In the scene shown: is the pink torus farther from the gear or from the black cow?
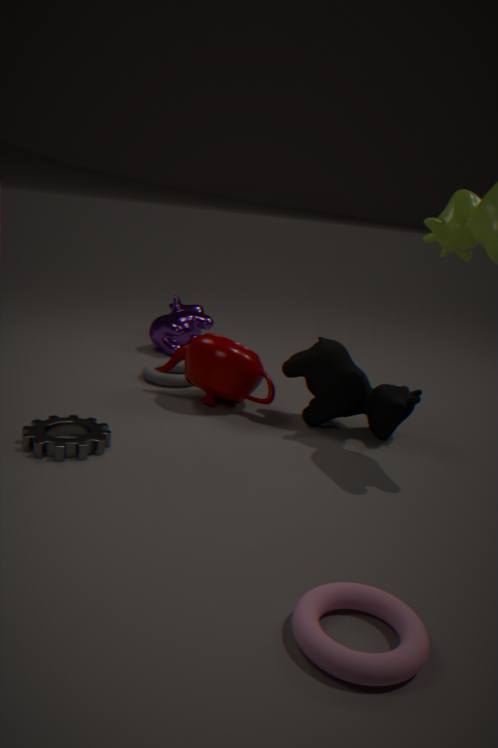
the black cow
